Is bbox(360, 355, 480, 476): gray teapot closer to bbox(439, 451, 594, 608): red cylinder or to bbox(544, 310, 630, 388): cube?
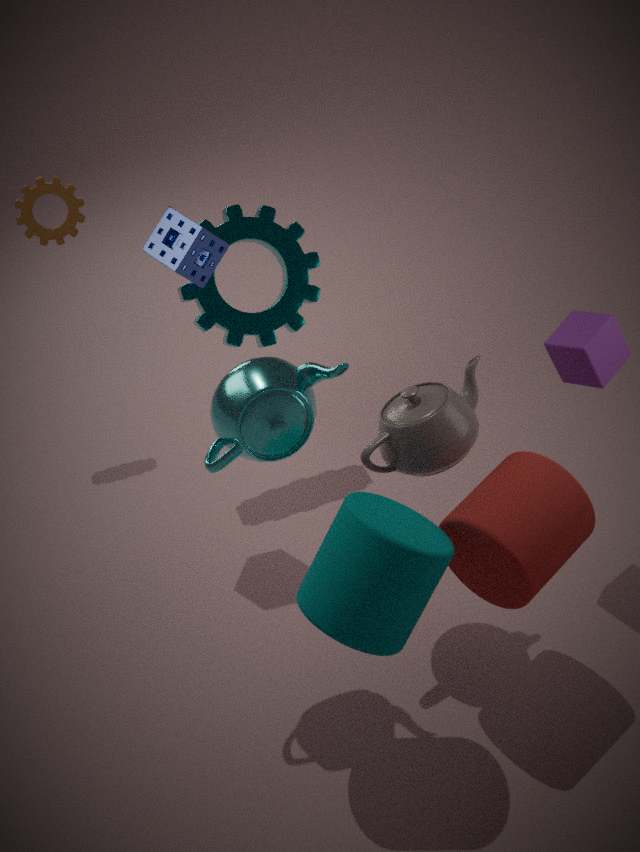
bbox(439, 451, 594, 608): red cylinder
